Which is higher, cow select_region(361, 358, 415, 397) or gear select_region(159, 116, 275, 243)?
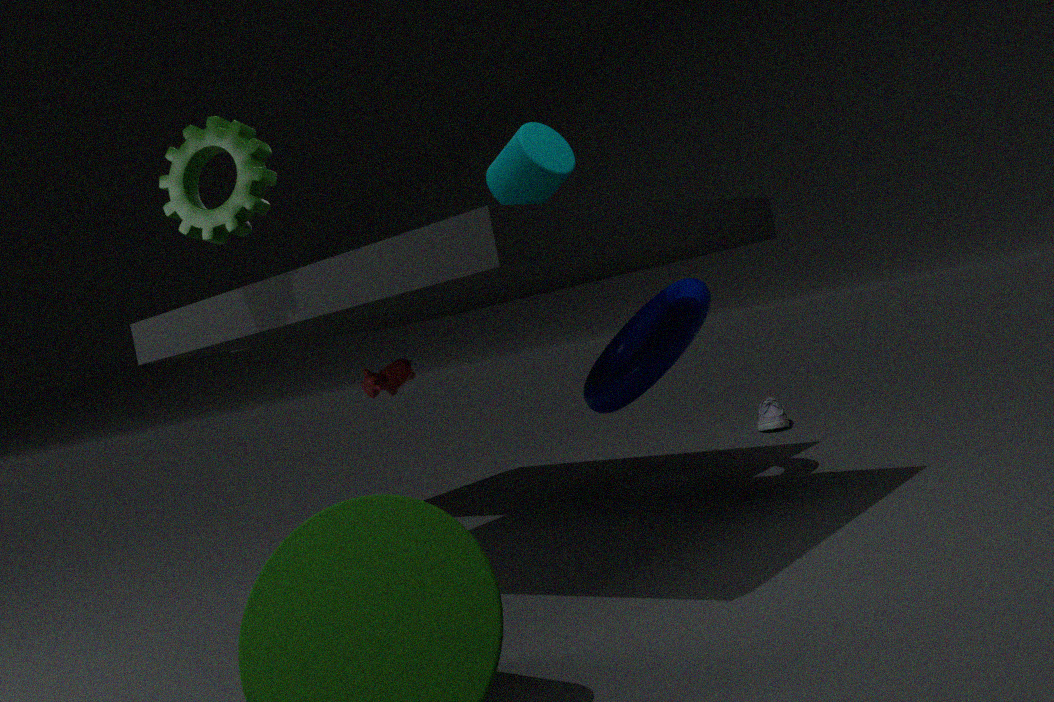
gear select_region(159, 116, 275, 243)
